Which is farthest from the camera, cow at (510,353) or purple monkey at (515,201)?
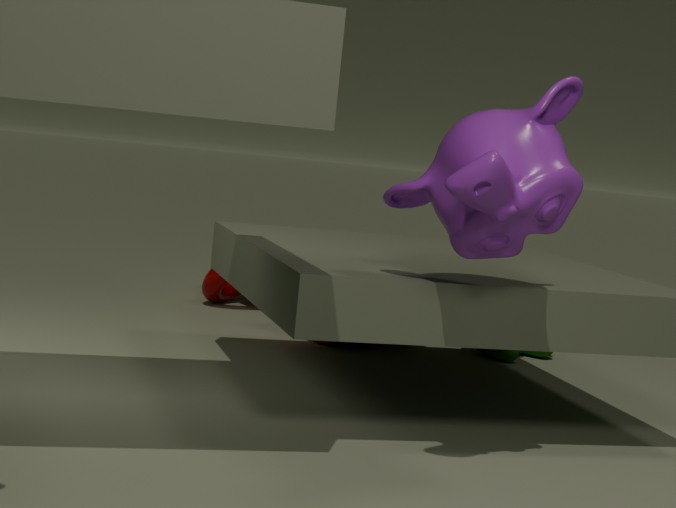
cow at (510,353)
